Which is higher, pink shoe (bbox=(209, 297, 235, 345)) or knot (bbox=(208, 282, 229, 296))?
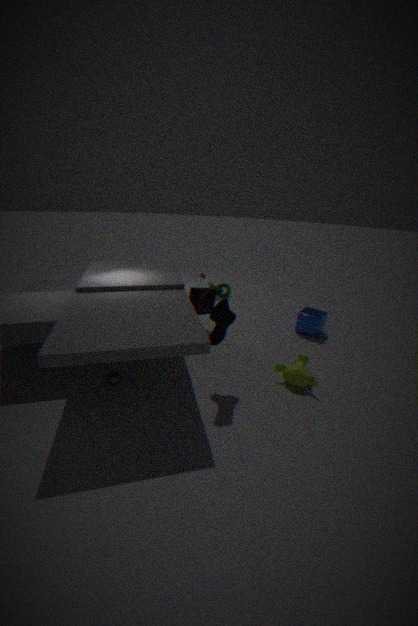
pink shoe (bbox=(209, 297, 235, 345))
